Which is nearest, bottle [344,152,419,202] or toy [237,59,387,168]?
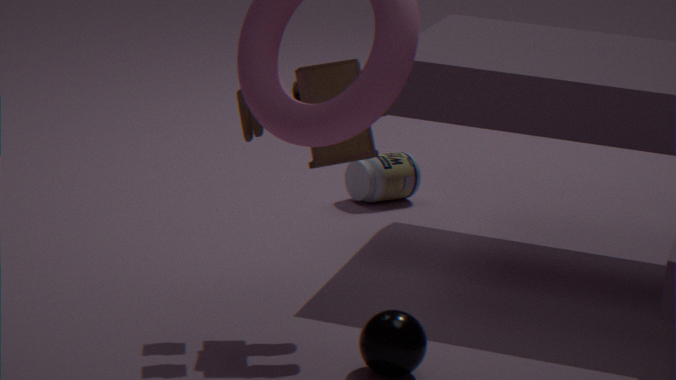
toy [237,59,387,168]
